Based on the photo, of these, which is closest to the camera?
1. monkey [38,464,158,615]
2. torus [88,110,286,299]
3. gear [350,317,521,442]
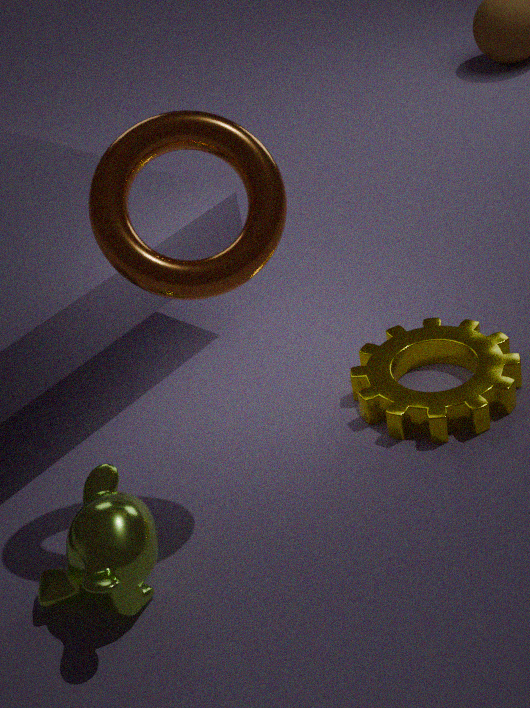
torus [88,110,286,299]
